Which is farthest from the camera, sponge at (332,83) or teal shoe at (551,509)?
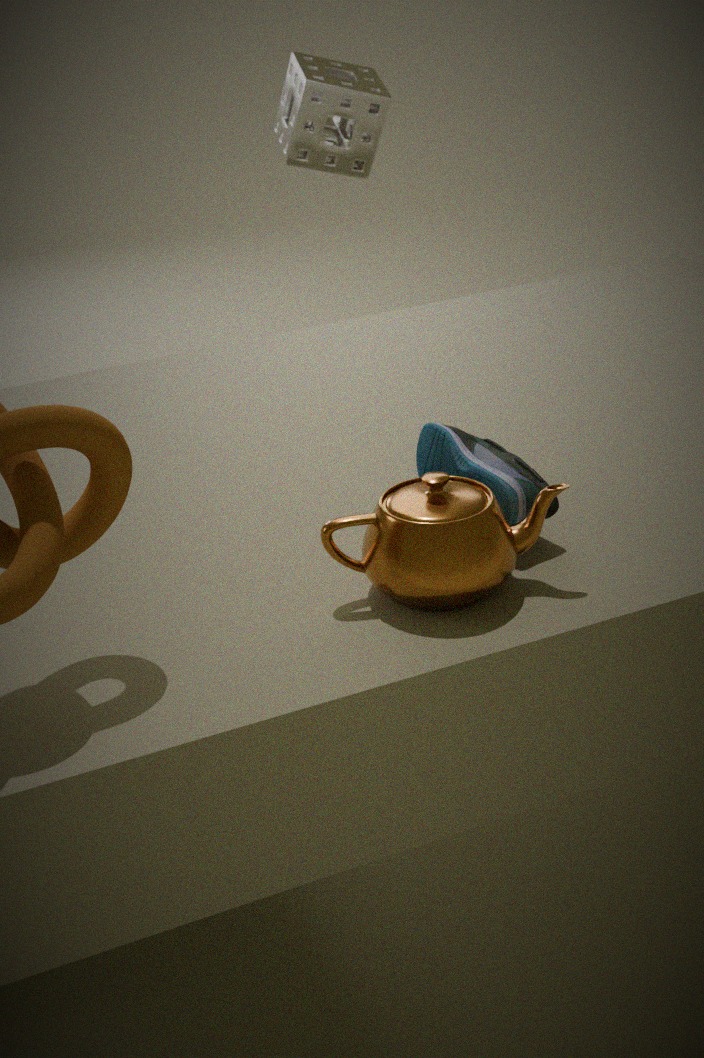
sponge at (332,83)
